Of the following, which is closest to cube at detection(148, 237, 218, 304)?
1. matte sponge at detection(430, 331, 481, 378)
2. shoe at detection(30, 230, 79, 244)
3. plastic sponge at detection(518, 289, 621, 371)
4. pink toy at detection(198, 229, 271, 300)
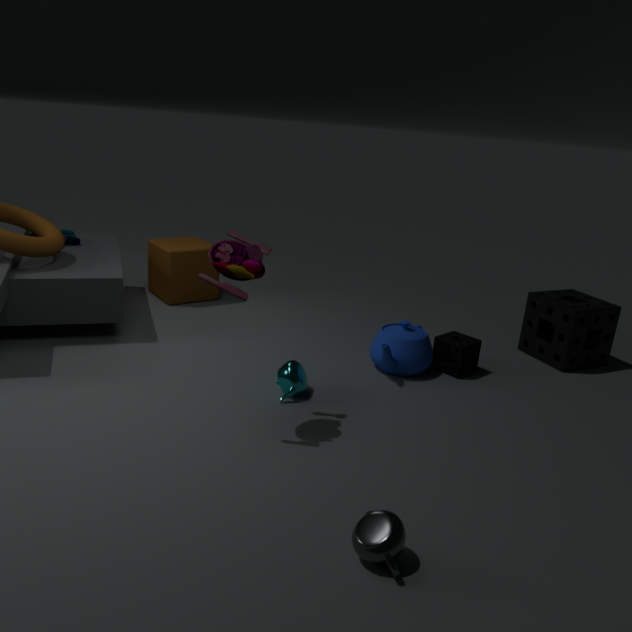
shoe at detection(30, 230, 79, 244)
